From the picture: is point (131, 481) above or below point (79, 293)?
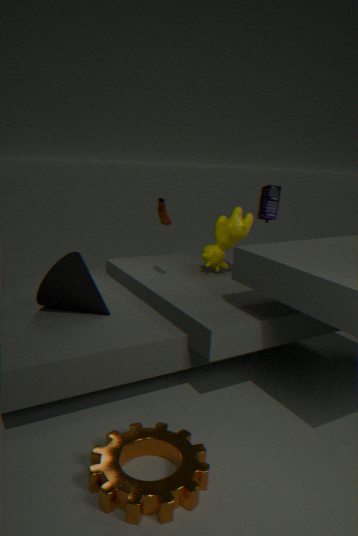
below
